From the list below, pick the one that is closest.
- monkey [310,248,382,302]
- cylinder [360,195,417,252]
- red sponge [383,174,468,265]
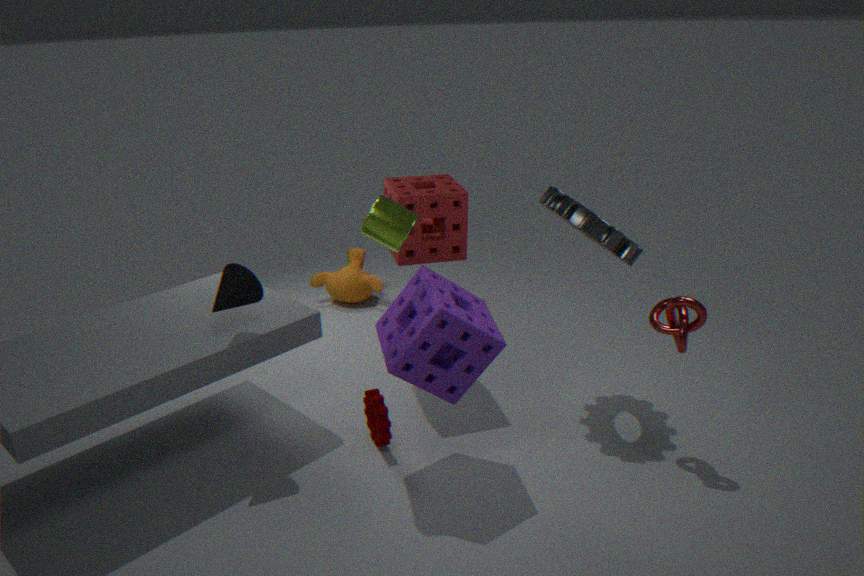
cylinder [360,195,417,252]
